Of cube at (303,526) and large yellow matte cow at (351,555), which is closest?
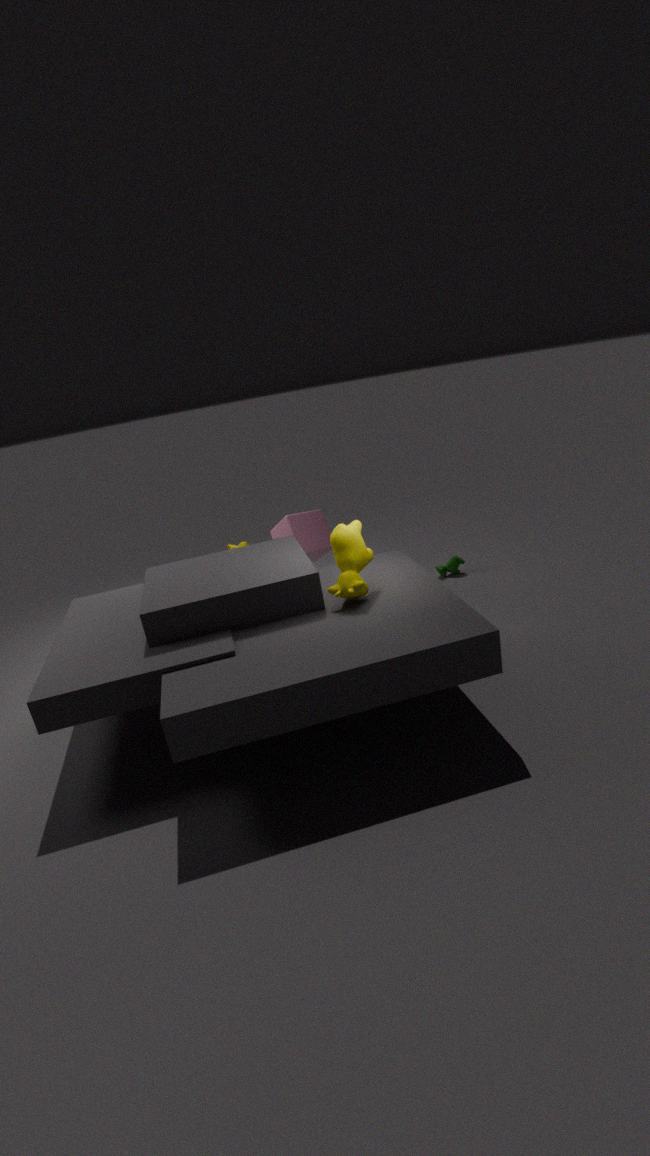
large yellow matte cow at (351,555)
